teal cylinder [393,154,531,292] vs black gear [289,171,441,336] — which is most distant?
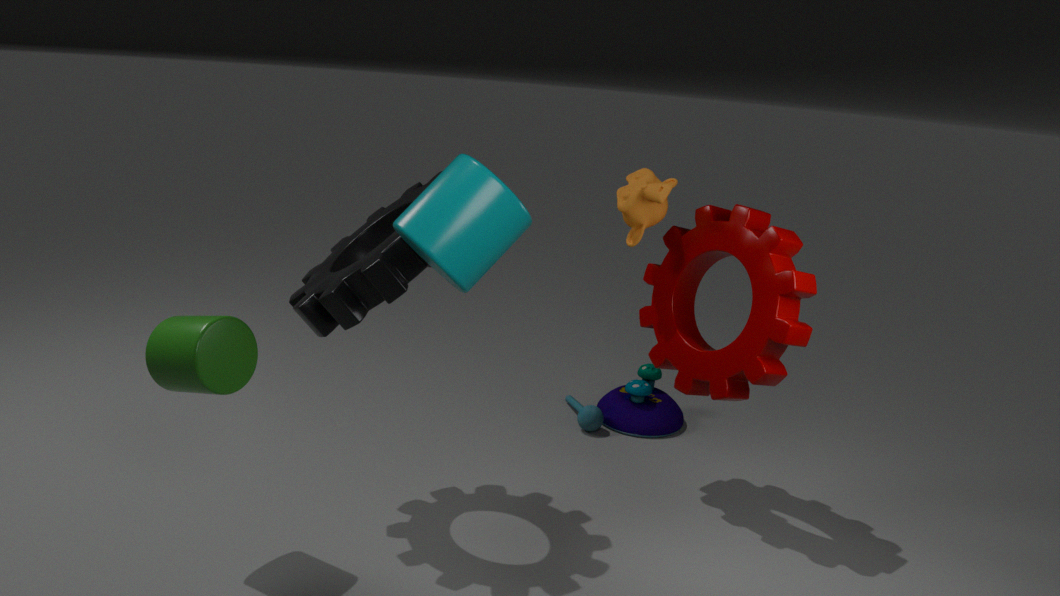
black gear [289,171,441,336]
